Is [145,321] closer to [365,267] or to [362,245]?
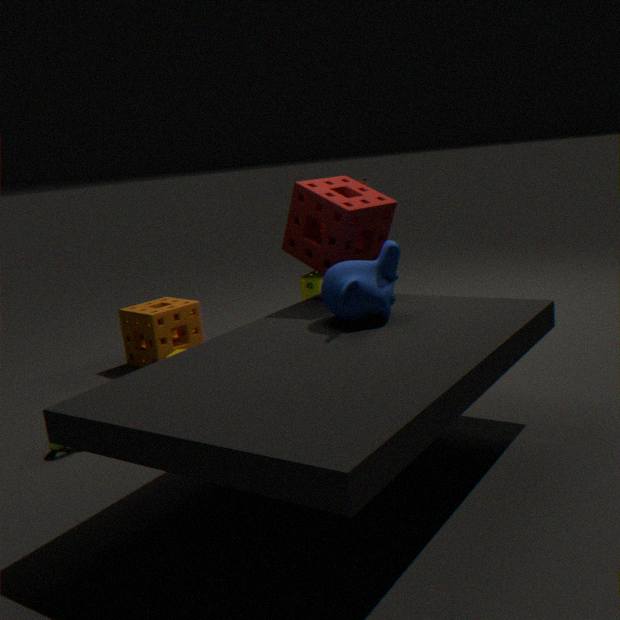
[362,245]
